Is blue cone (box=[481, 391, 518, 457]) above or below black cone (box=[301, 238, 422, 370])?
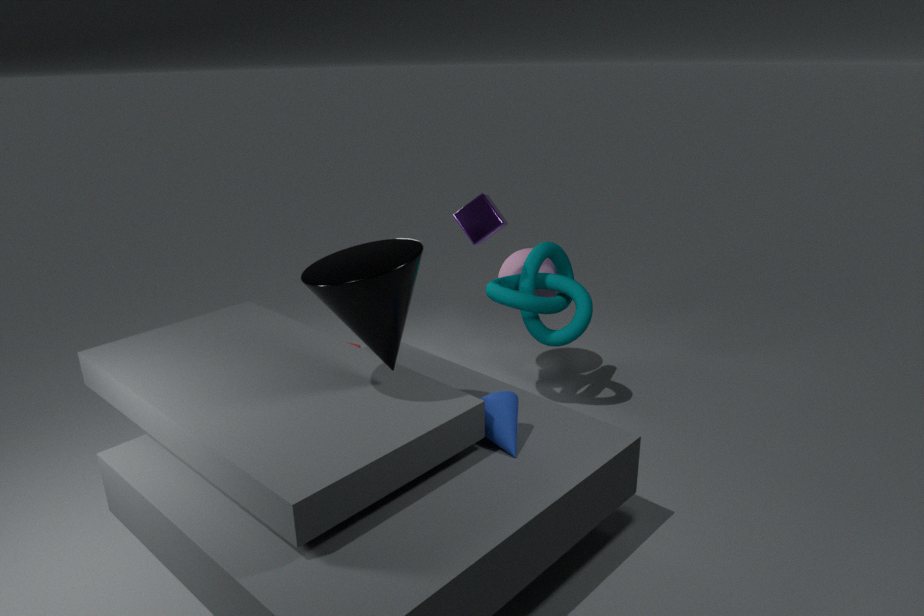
below
